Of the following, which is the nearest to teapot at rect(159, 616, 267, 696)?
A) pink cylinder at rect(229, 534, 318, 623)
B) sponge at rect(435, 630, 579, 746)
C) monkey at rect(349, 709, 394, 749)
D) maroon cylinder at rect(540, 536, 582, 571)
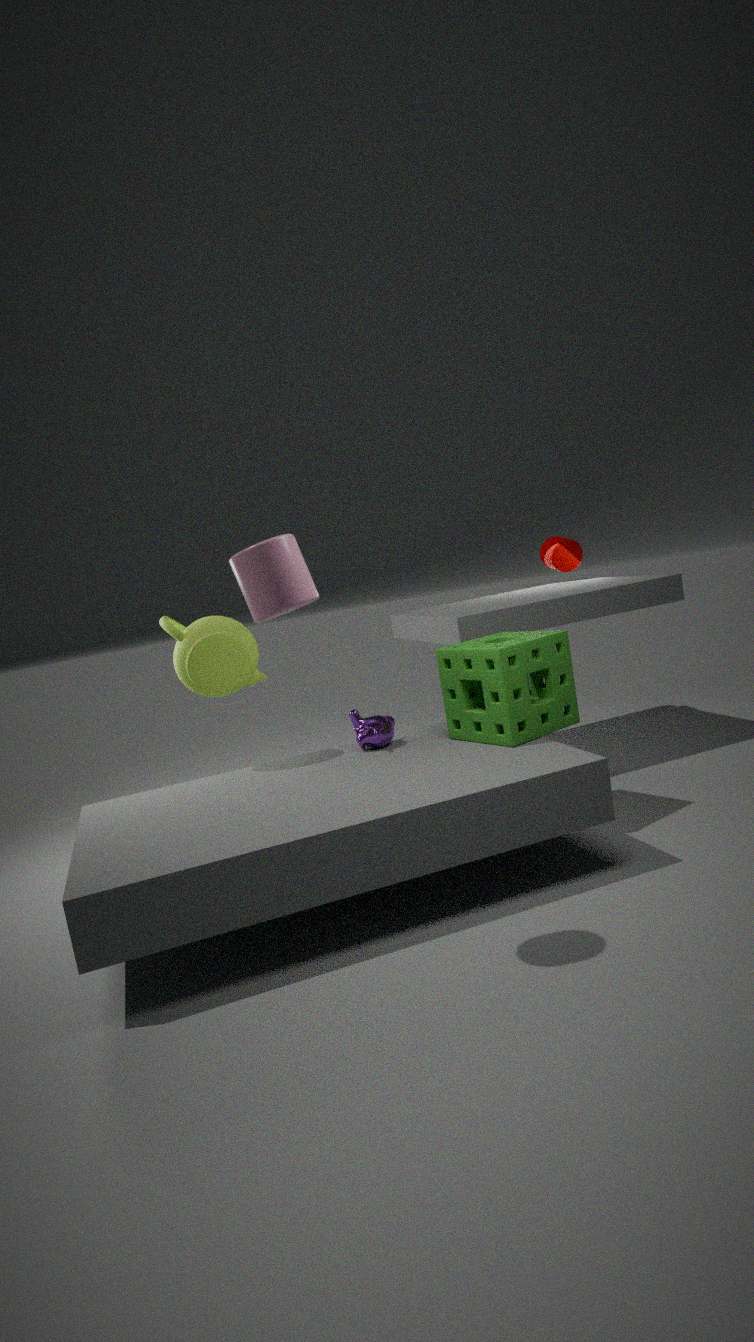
monkey at rect(349, 709, 394, 749)
